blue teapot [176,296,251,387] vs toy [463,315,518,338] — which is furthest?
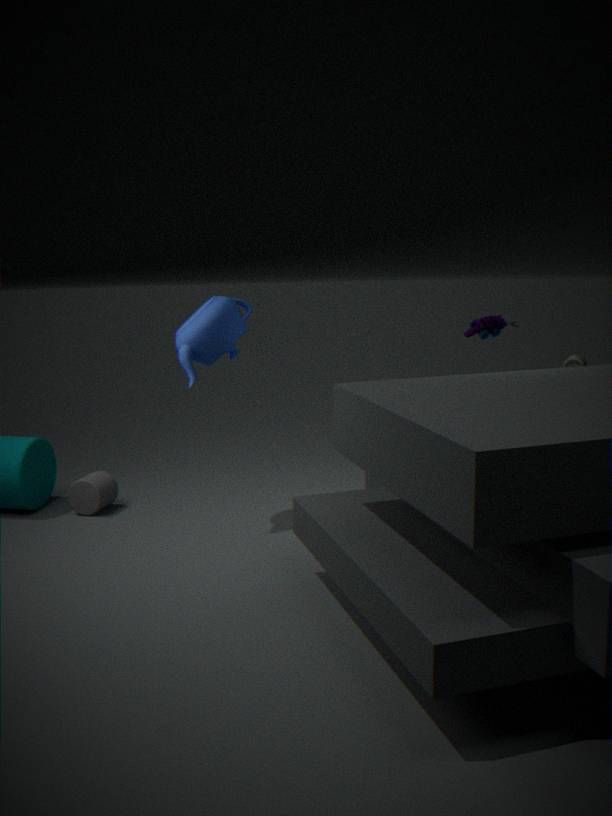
toy [463,315,518,338]
